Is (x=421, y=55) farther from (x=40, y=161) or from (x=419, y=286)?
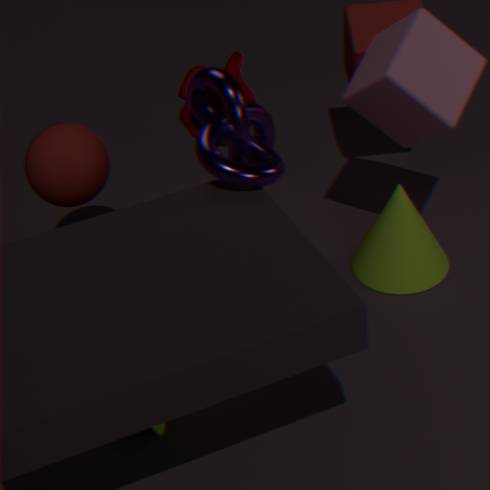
(x=40, y=161)
